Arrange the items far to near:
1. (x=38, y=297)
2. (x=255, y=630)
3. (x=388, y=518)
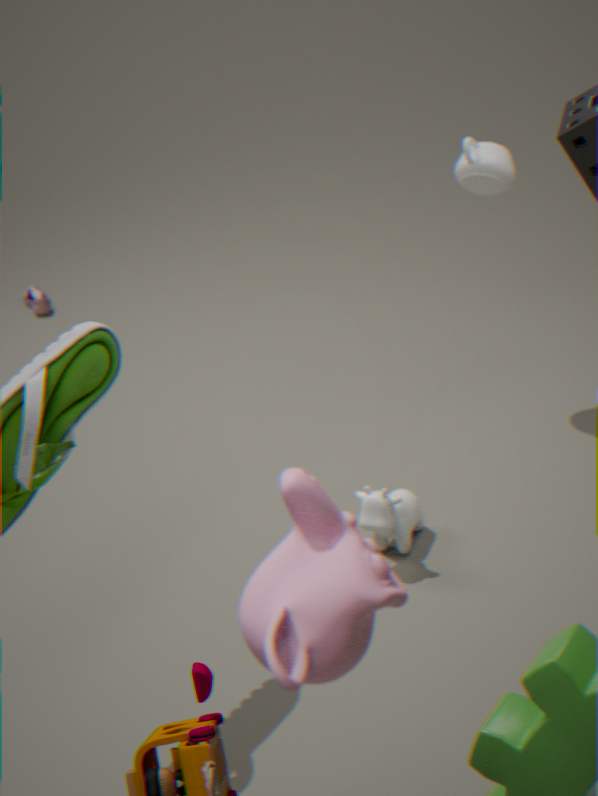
(x=38, y=297) < (x=388, y=518) < (x=255, y=630)
